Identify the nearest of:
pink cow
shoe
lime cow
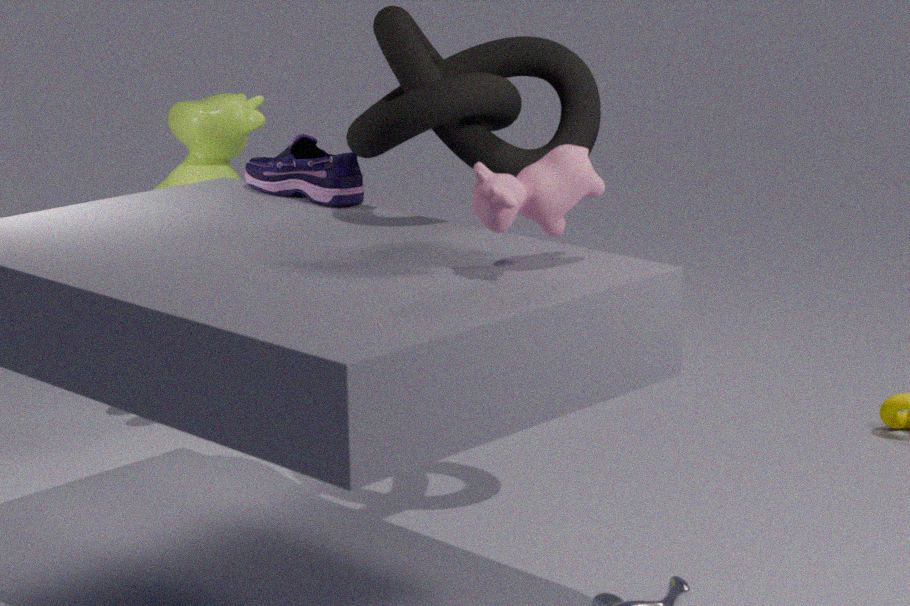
pink cow
